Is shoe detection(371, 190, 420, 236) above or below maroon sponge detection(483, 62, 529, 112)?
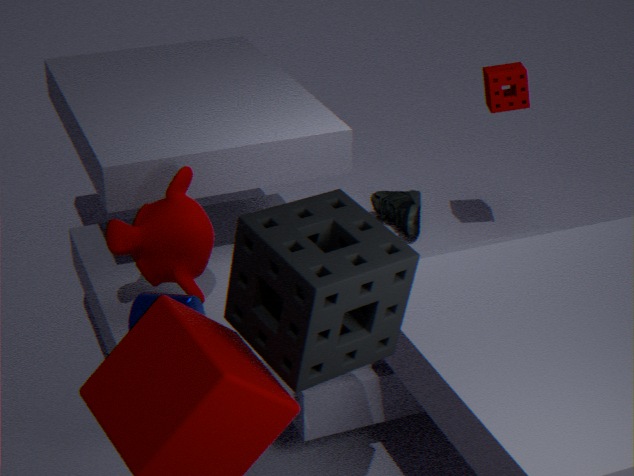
below
